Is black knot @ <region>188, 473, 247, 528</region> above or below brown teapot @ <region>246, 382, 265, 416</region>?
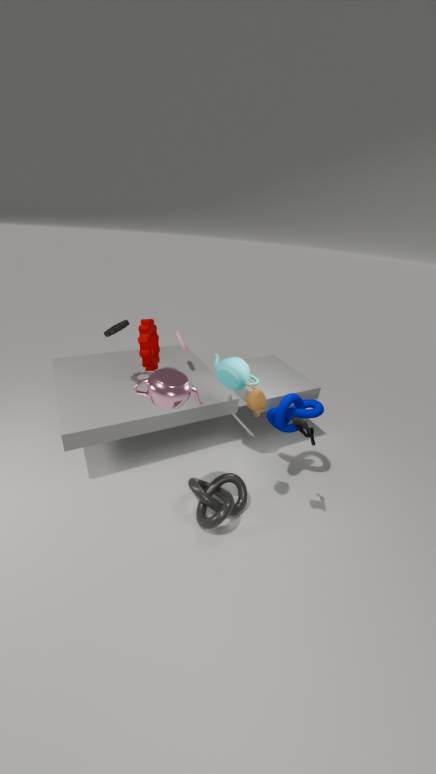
below
